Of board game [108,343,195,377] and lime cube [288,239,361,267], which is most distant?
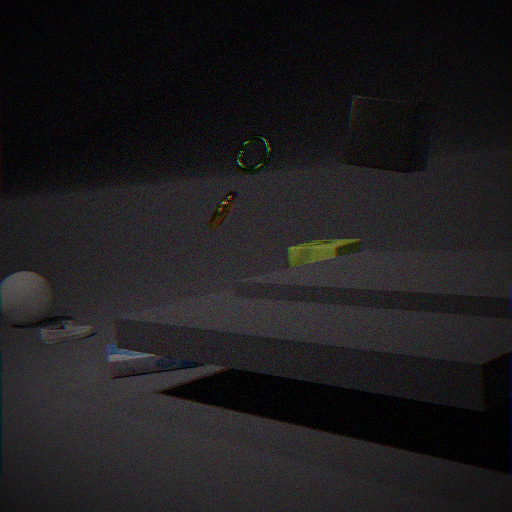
lime cube [288,239,361,267]
